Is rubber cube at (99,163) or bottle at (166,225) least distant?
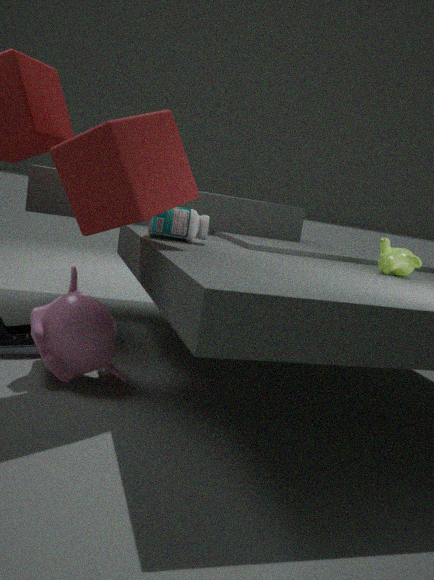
rubber cube at (99,163)
